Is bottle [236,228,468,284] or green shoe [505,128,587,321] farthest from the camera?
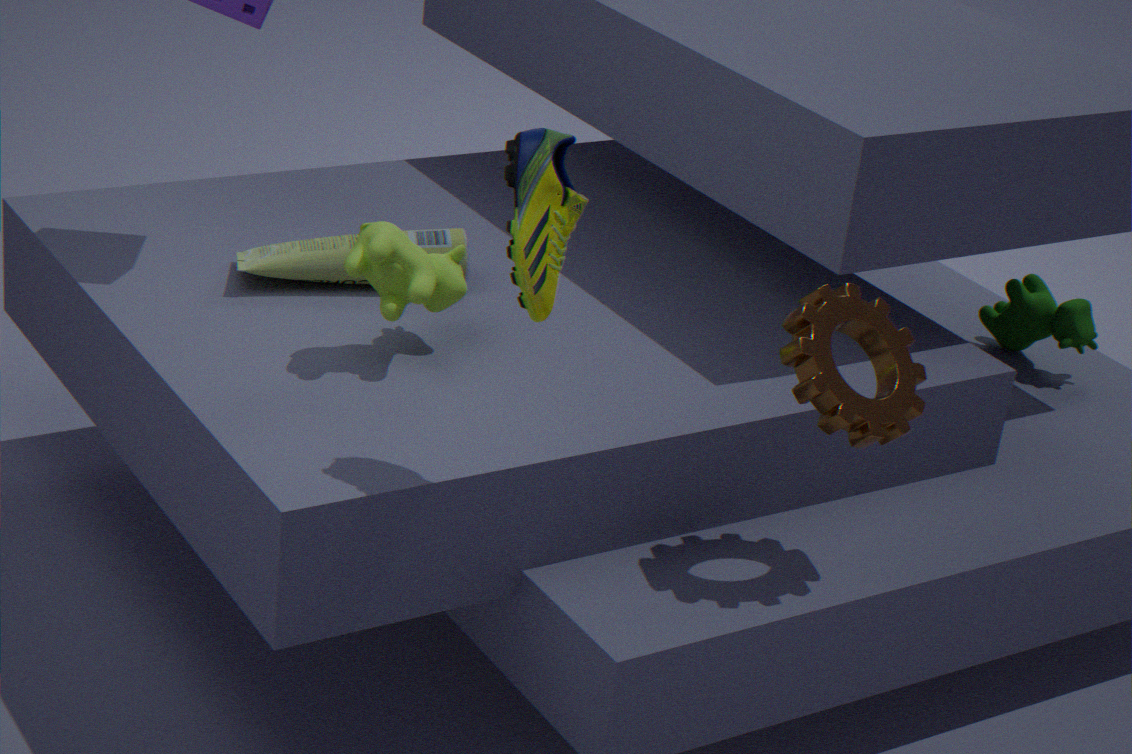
bottle [236,228,468,284]
